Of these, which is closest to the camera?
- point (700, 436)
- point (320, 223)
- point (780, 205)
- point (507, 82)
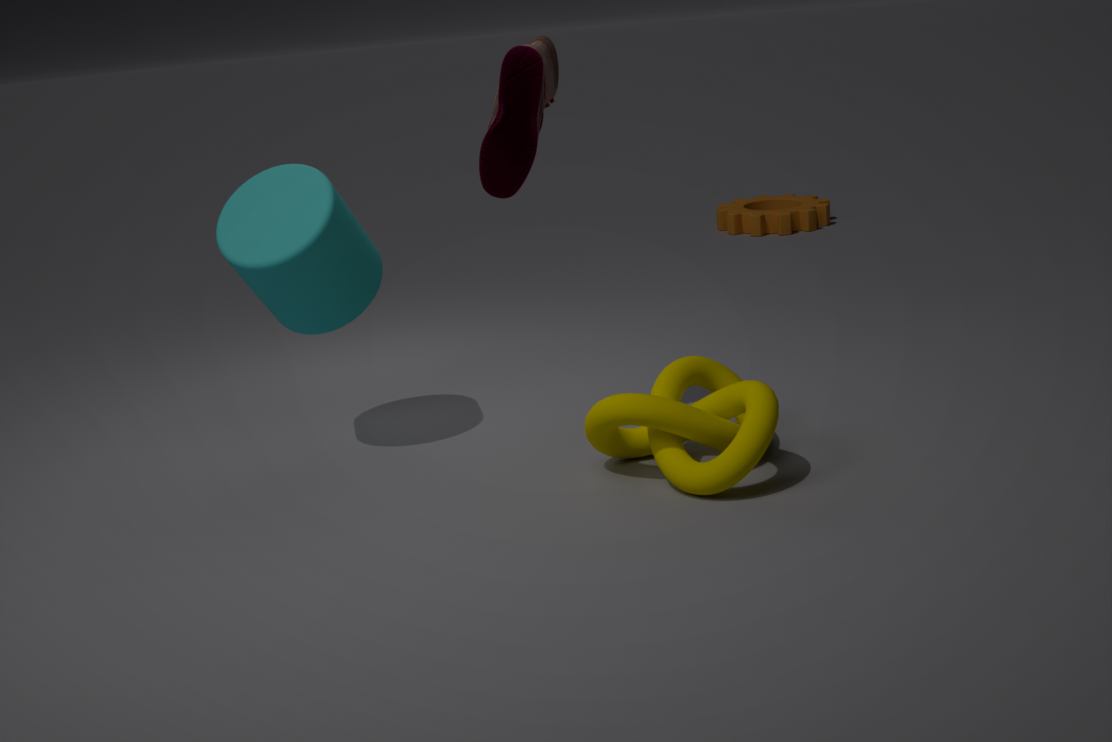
→ point (700, 436)
